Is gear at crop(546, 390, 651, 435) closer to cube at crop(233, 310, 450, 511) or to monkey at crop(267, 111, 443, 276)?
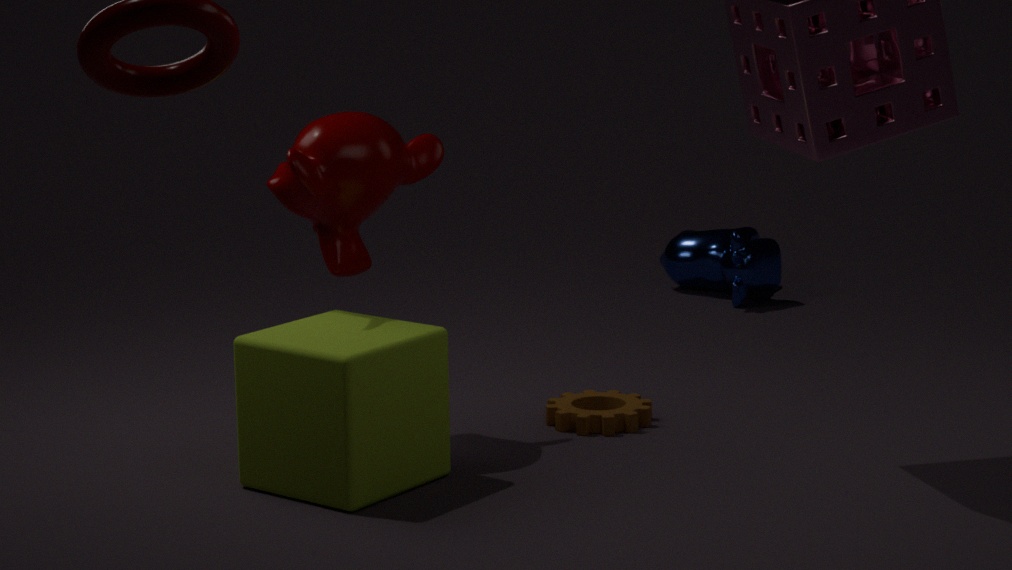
cube at crop(233, 310, 450, 511)
